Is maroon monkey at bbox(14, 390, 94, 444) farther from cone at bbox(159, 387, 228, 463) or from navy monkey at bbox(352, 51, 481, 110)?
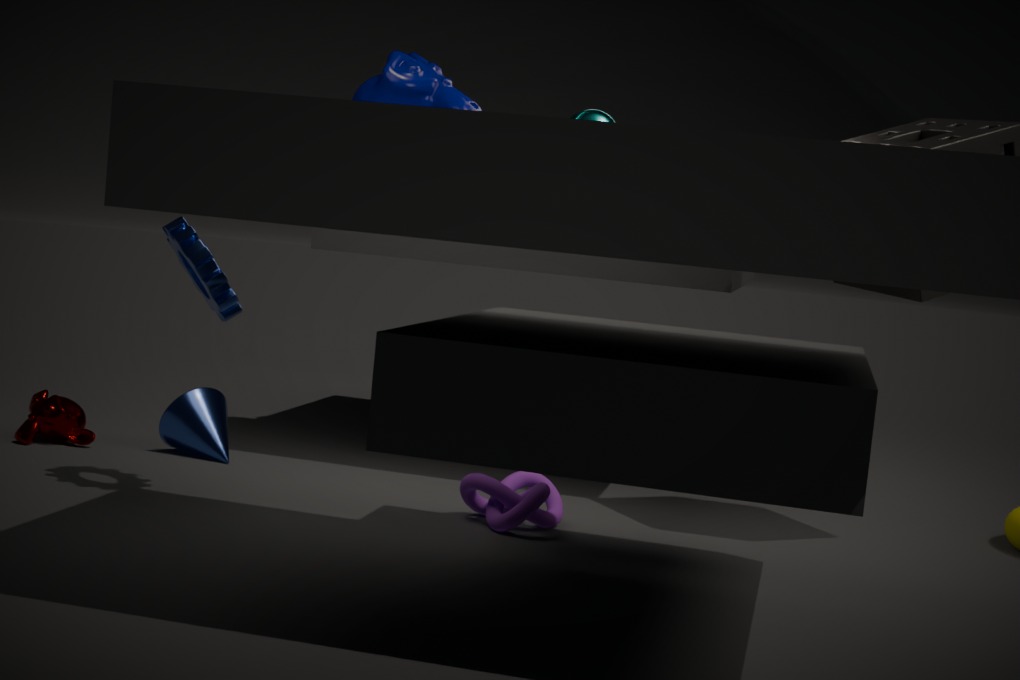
navy monkey at bbox(352, 51, 481, 110)
